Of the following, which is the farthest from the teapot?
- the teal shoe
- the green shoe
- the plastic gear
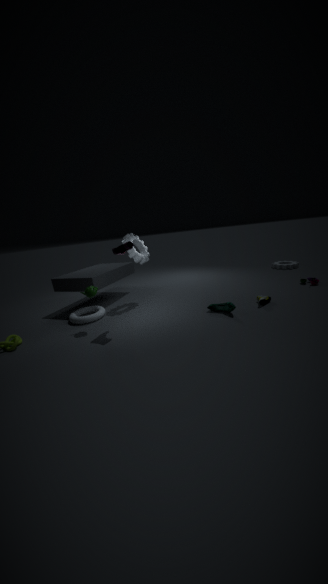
the green shoe
